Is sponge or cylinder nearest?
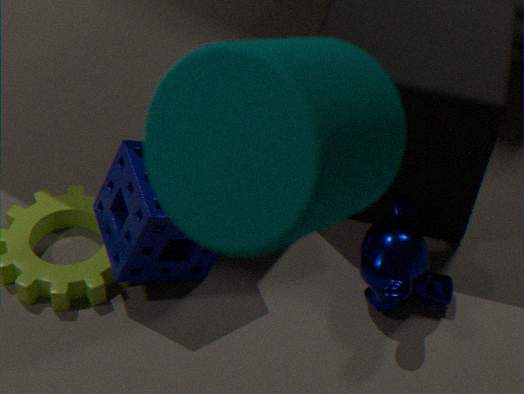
cylinder
